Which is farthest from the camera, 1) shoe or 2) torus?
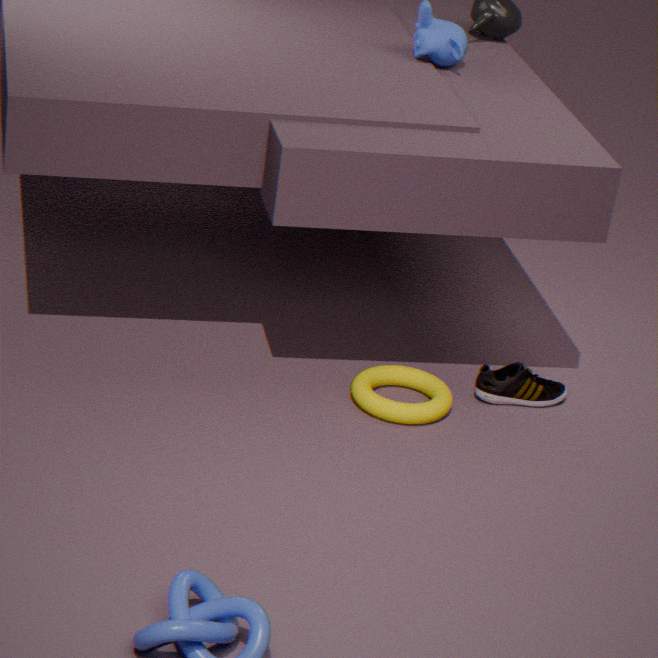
1. shoe
